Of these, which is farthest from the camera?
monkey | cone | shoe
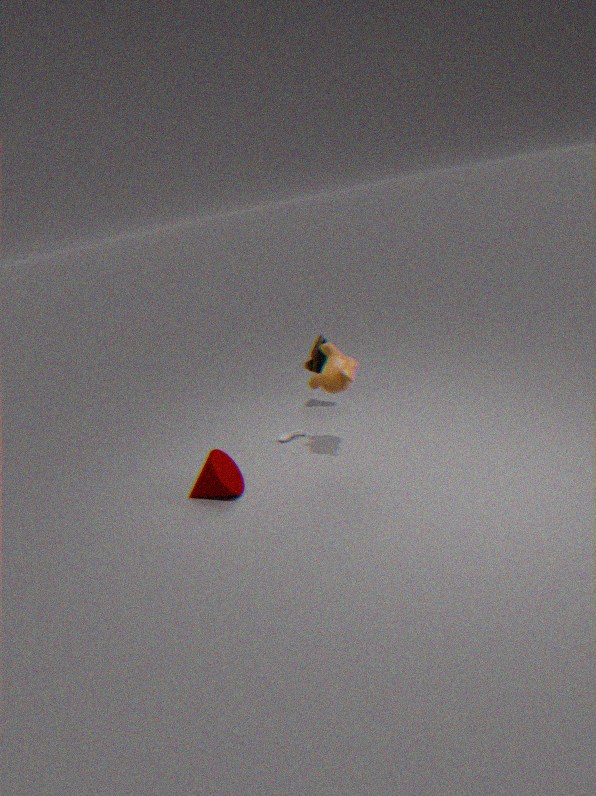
shoe
